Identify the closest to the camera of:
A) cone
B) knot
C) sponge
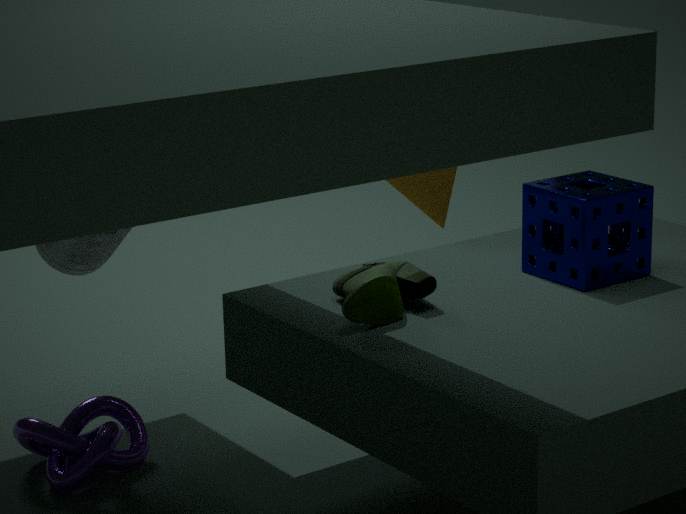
sponge
